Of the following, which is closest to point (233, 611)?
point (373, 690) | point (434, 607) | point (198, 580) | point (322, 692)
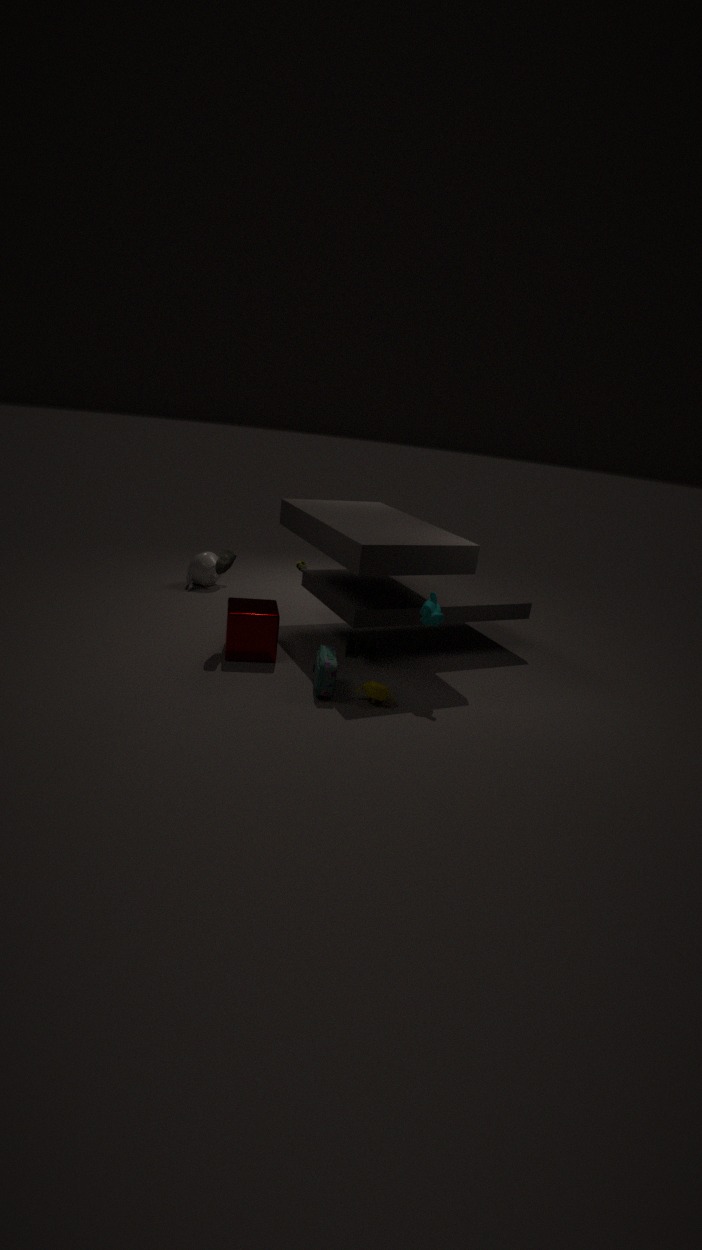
point (322, 692)
